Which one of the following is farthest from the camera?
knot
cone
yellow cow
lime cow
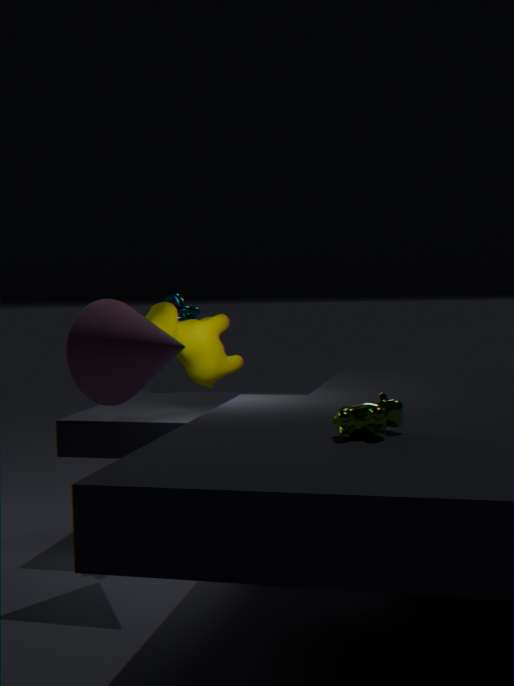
knot
